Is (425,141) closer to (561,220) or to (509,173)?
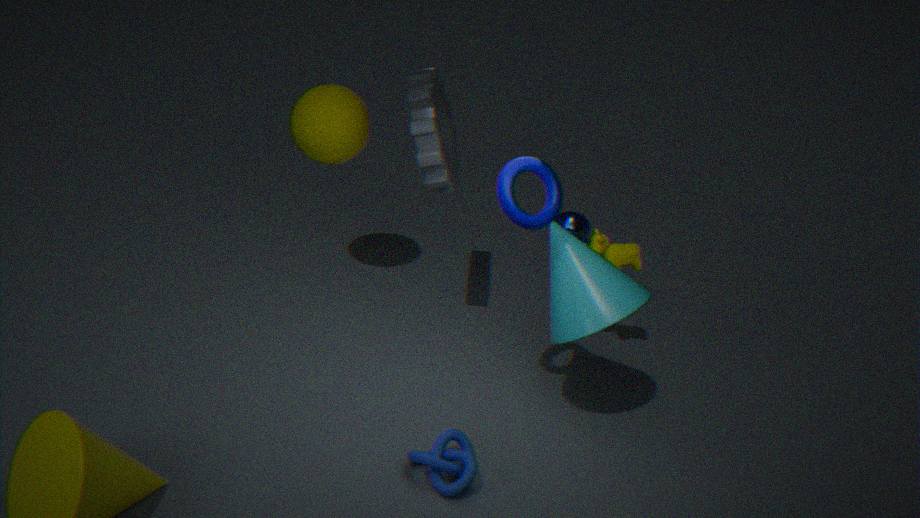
(561,220)
